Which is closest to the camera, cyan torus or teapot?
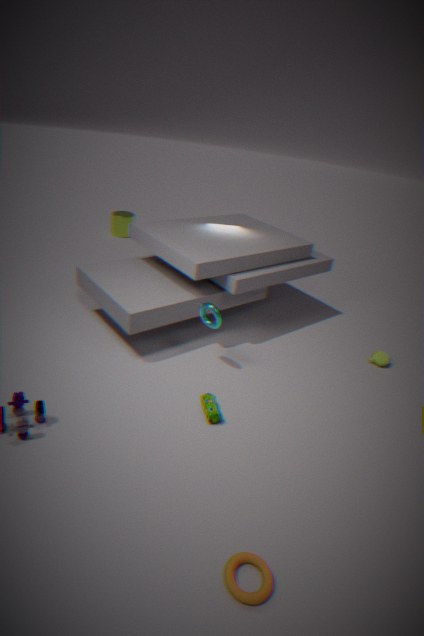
cyan torus
